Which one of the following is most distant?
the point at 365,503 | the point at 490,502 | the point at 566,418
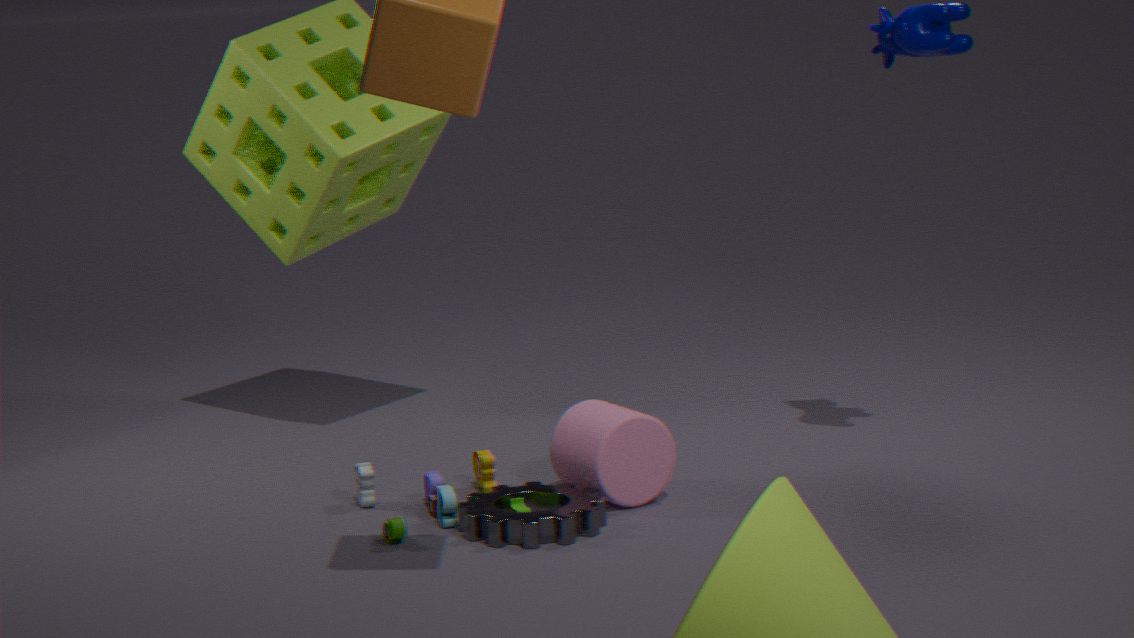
the point at 365,503
